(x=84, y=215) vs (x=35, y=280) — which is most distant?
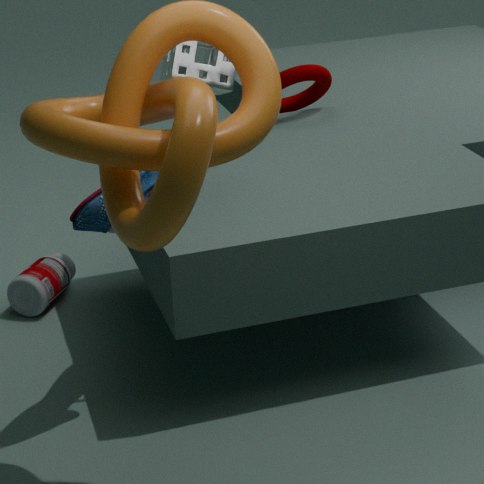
(x=35, y=280)
